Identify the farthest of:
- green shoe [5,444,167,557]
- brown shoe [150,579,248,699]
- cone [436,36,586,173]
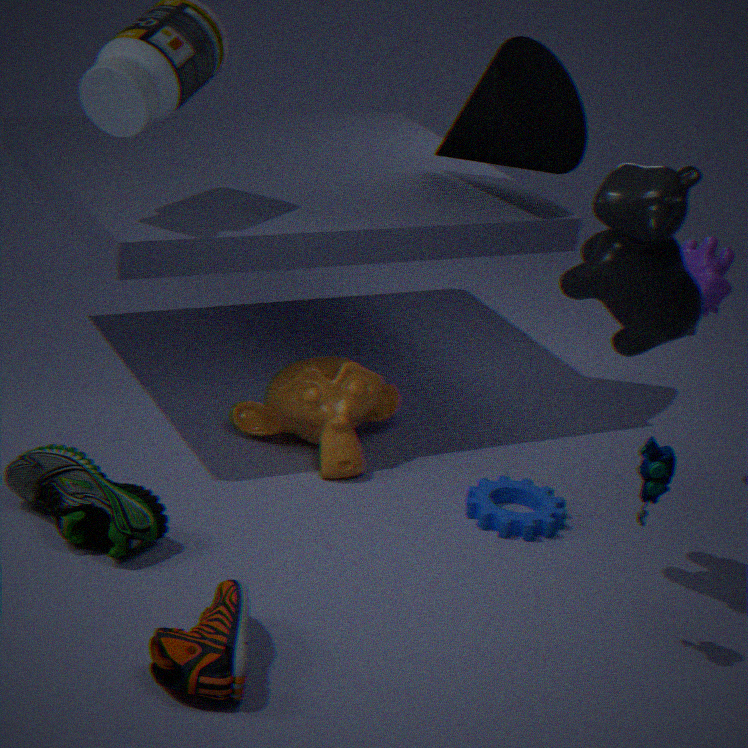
cone [436,36,586,173]
